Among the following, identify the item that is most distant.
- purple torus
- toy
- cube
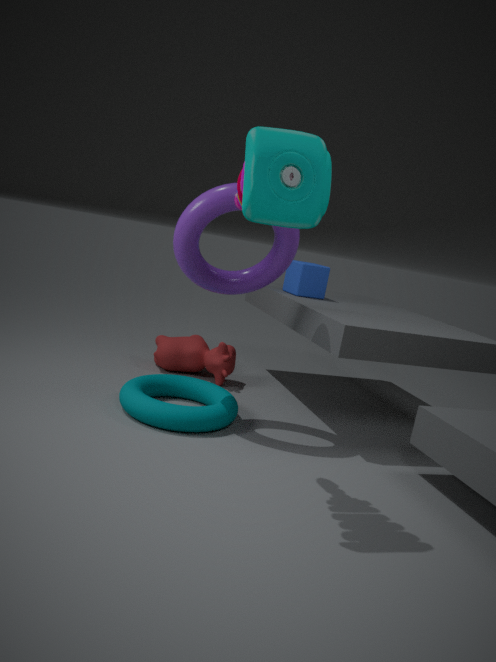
cube
